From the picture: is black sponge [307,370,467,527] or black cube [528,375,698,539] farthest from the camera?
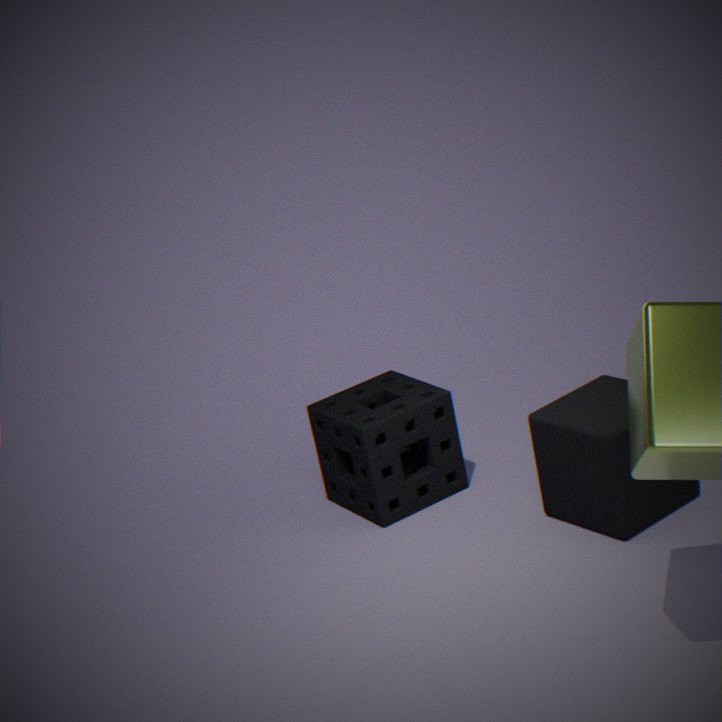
black sponge [307,370,467,527]
